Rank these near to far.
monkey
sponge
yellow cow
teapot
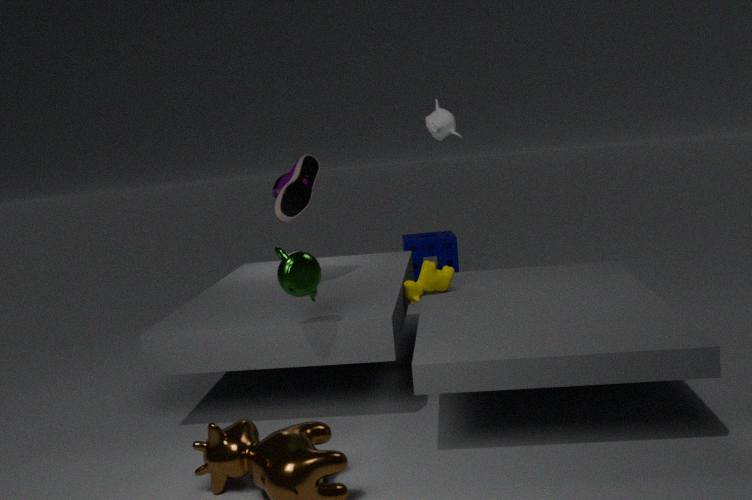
teapot, yellow cow, monkey, sponge
